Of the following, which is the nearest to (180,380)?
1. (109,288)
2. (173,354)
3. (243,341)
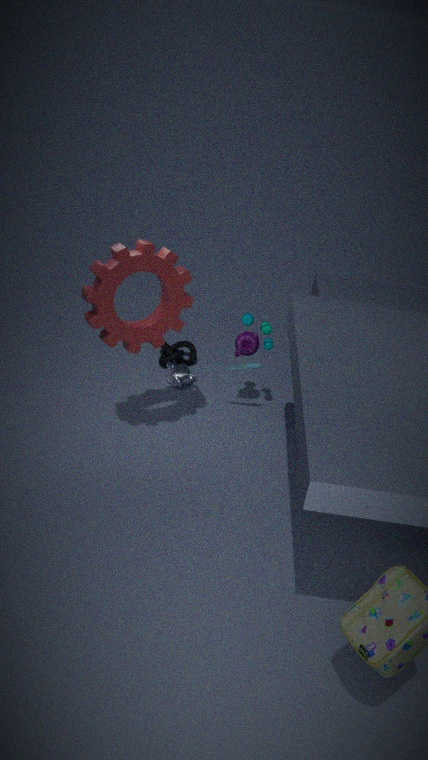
(173,354)
